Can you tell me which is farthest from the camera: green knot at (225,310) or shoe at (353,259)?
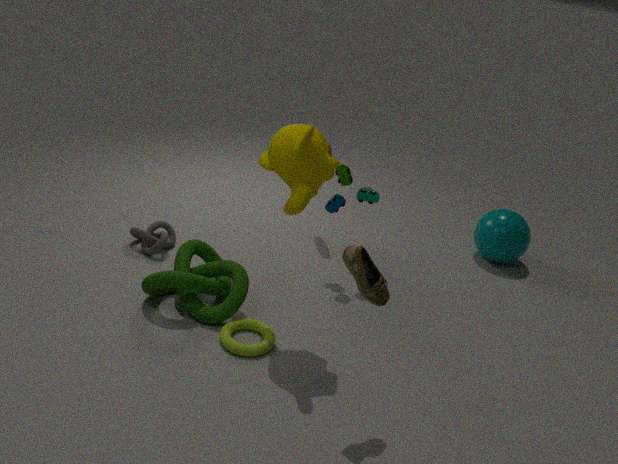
green knot at (225,310)
